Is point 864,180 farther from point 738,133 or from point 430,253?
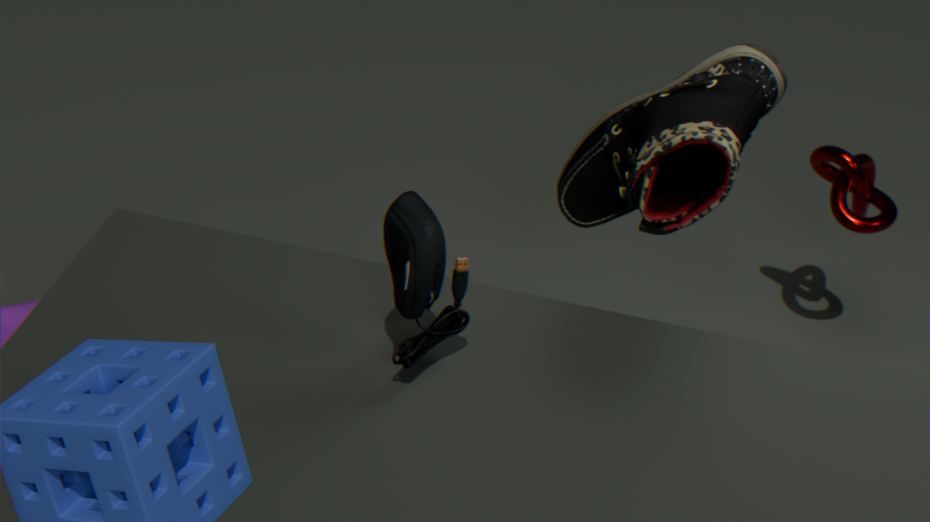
point 430,253
